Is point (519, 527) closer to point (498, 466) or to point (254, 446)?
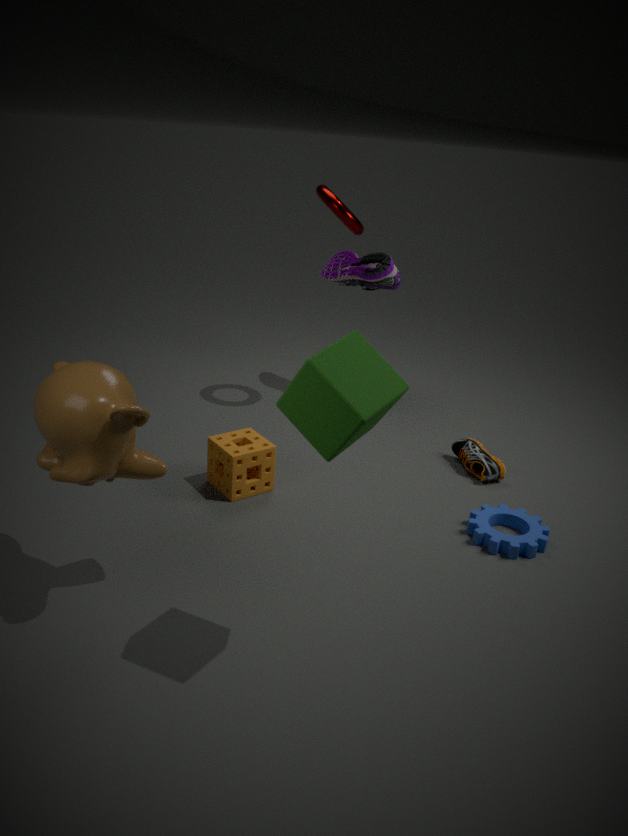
point (498, 466)
